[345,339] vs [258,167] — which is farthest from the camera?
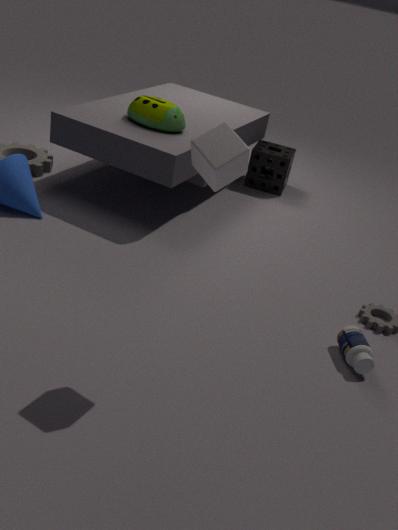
[258,167]
